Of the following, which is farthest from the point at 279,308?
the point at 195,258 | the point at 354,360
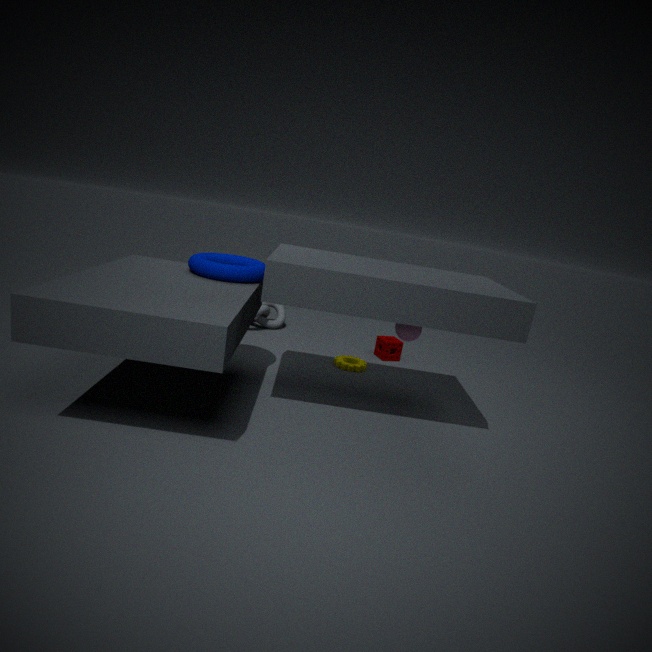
the point at 195,258
